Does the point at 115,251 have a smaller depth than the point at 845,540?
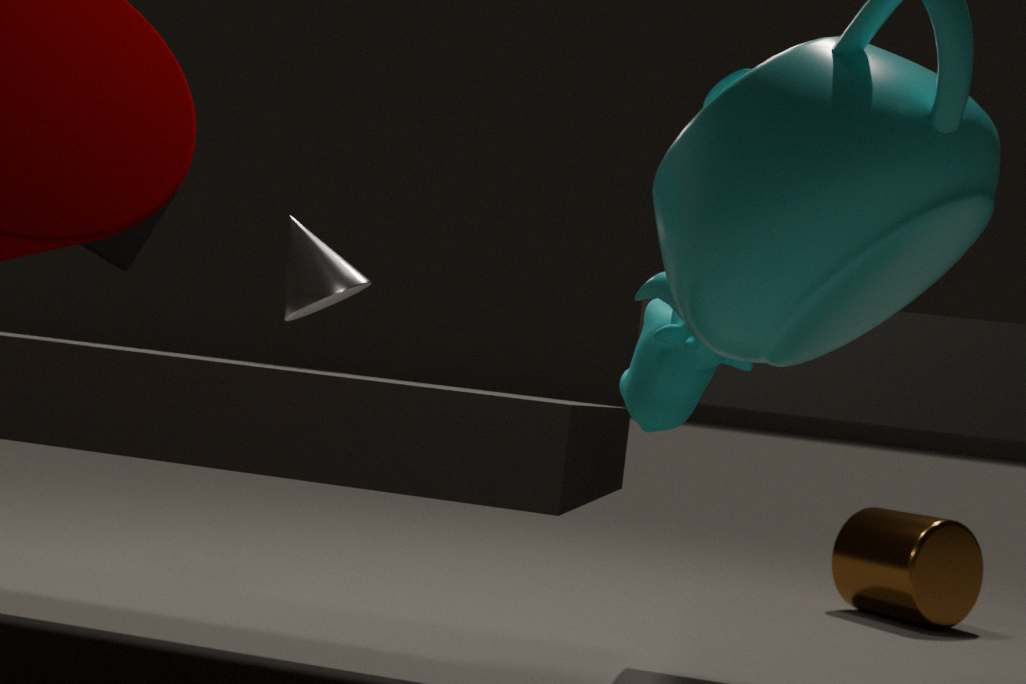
Yes
